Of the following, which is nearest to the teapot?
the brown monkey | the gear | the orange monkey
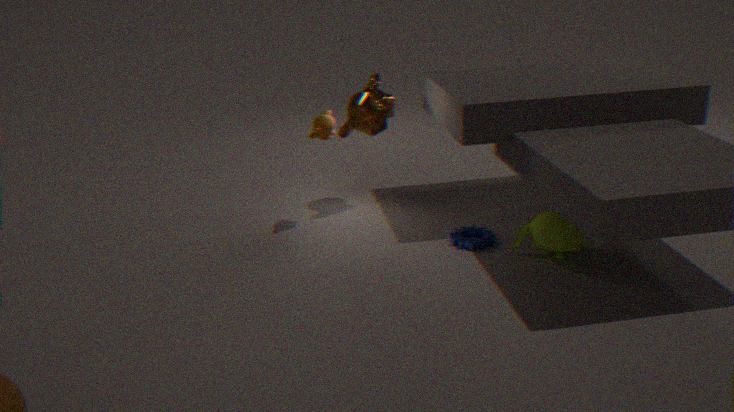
the gear
